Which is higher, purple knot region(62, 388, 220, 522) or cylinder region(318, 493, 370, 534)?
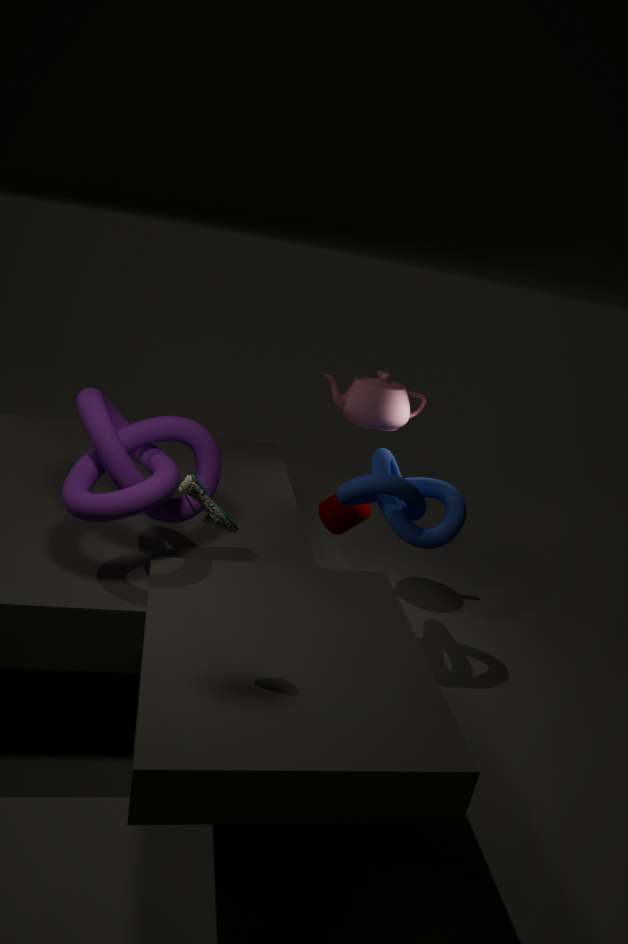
purple knot region(62, 388, 220, 522)
